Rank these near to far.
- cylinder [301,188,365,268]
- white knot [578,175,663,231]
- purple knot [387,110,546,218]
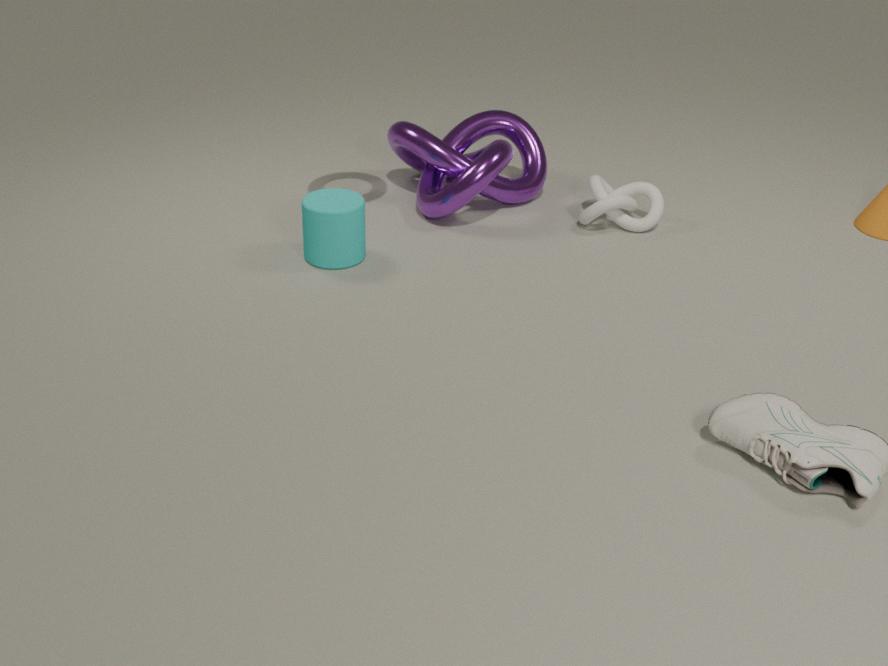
cylinder [301,188,365,268] < purple knot [387,110,546,218] < white knot [578,175,663,231]
